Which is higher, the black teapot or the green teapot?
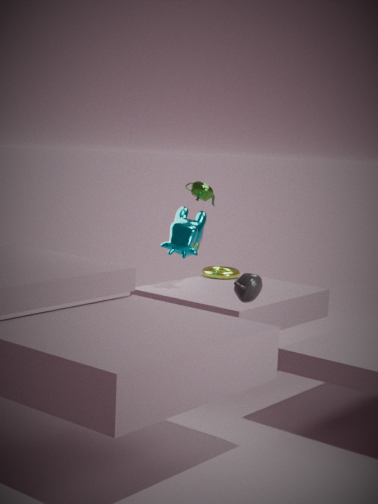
the green teapot
